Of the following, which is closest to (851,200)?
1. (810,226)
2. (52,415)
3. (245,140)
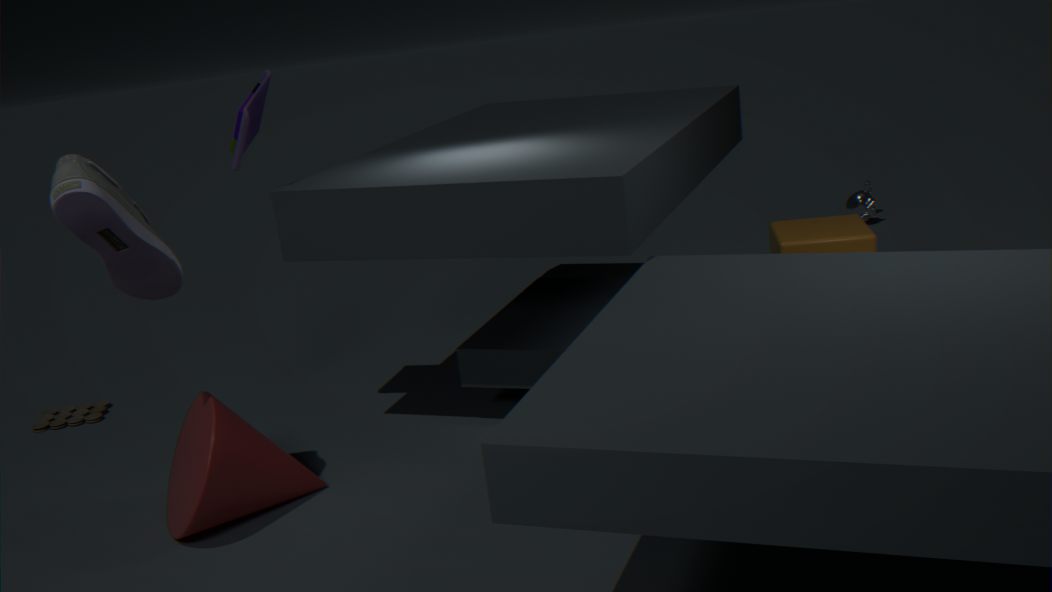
(810,226)
